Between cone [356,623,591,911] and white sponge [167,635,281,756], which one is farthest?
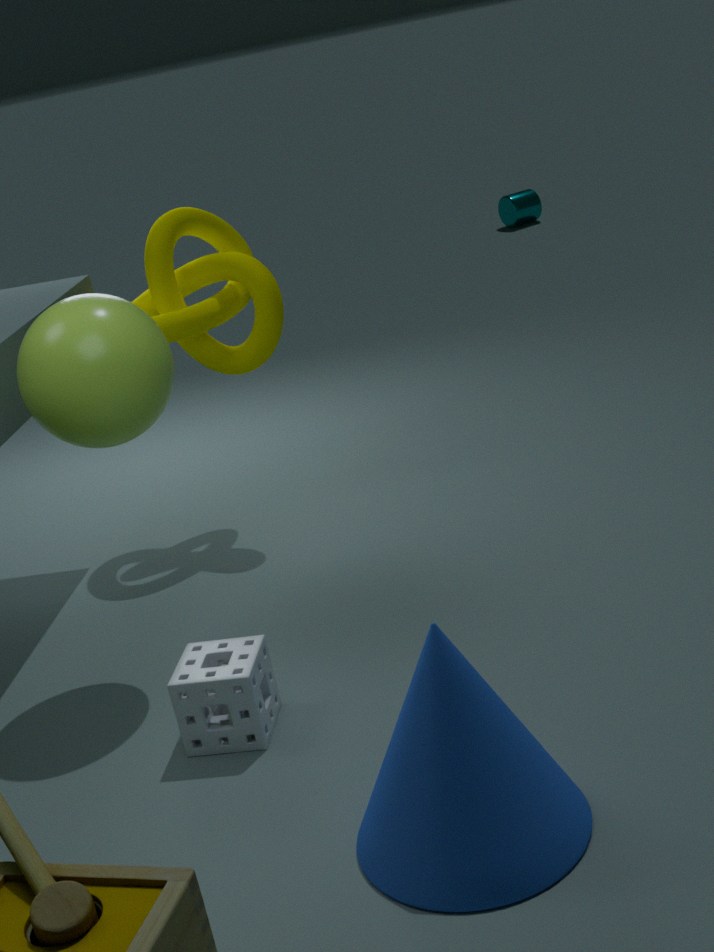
white sponge [167,635,281,756]
